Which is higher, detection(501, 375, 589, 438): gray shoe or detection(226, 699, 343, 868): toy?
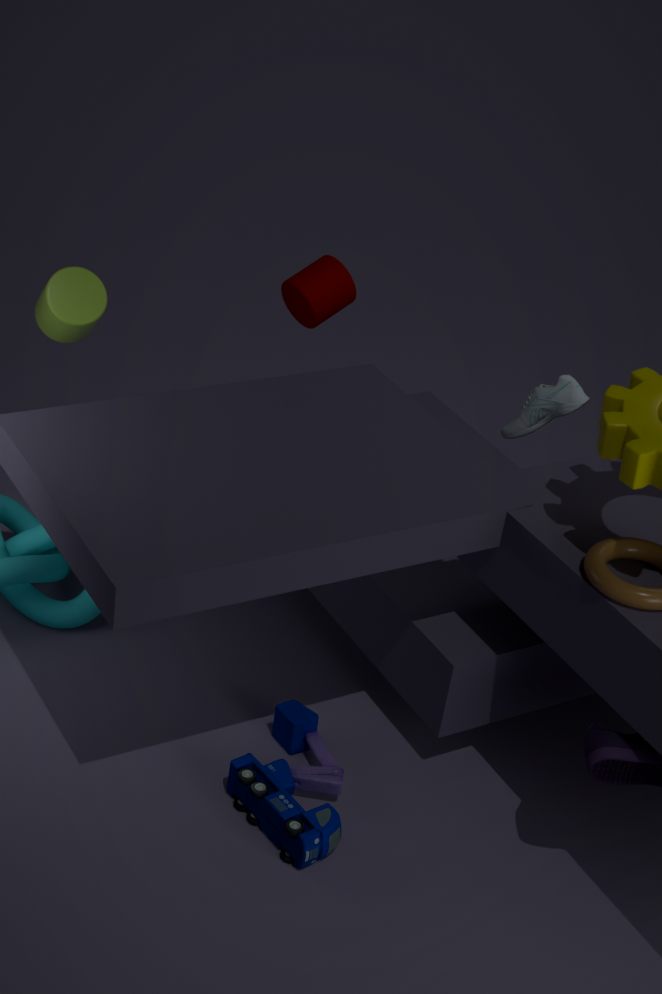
detection(501, 375, 589, 438): gray shoe
